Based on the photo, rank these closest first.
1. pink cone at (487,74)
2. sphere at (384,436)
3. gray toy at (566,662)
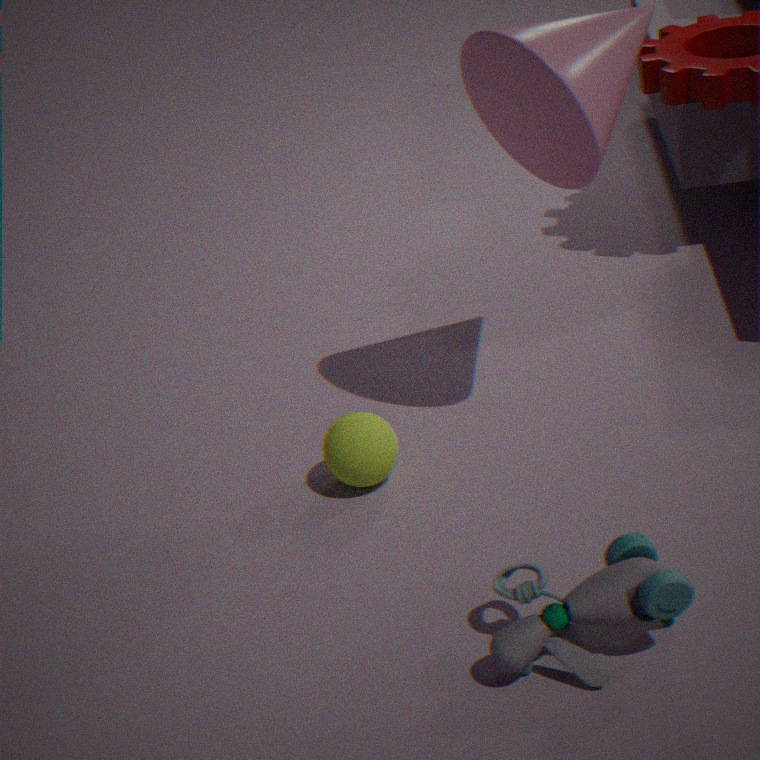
gray toy at (566,662) → pink cone at (487,74) → sphere at (384,436)
